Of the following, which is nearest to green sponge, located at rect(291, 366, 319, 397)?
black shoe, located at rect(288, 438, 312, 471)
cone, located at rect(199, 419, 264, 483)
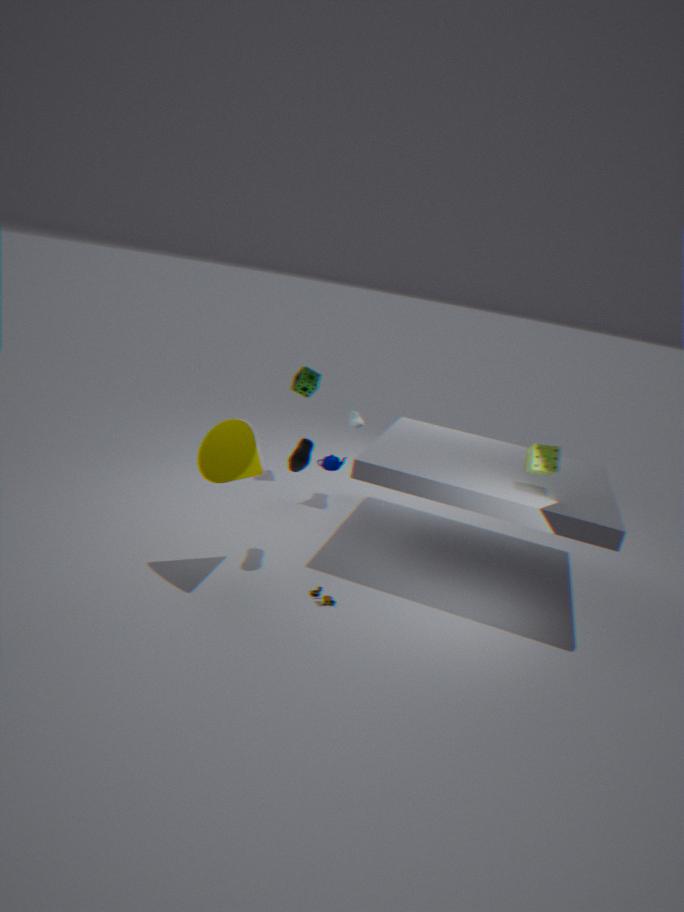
black shoe, located at rect(288, 438, 312, 471)
